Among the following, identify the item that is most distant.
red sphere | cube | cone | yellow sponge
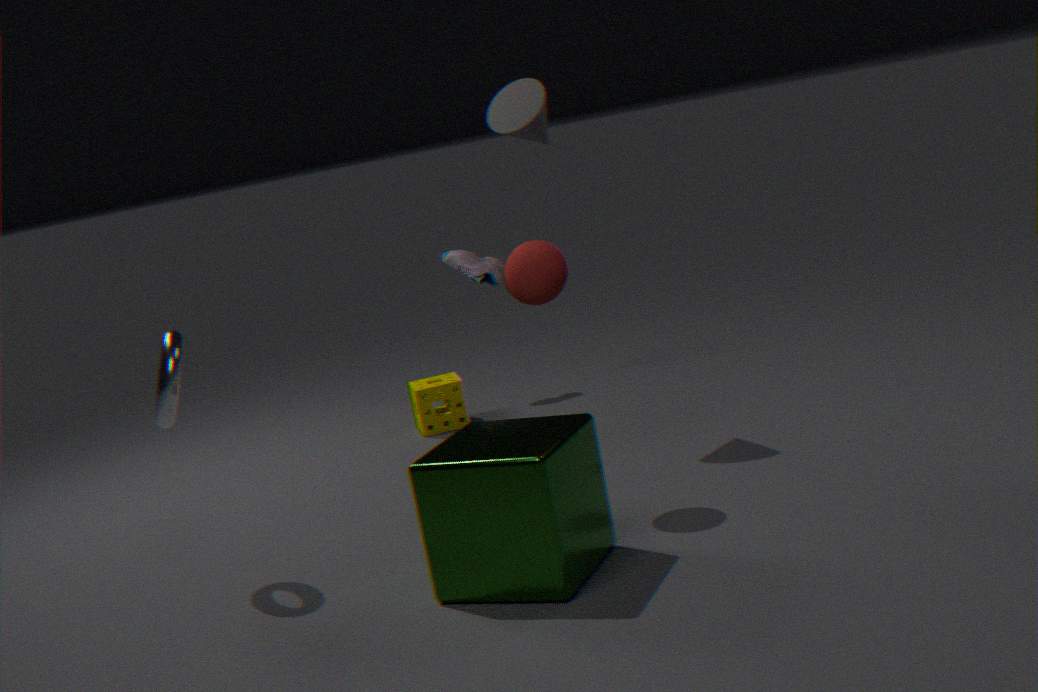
yellow sponge
